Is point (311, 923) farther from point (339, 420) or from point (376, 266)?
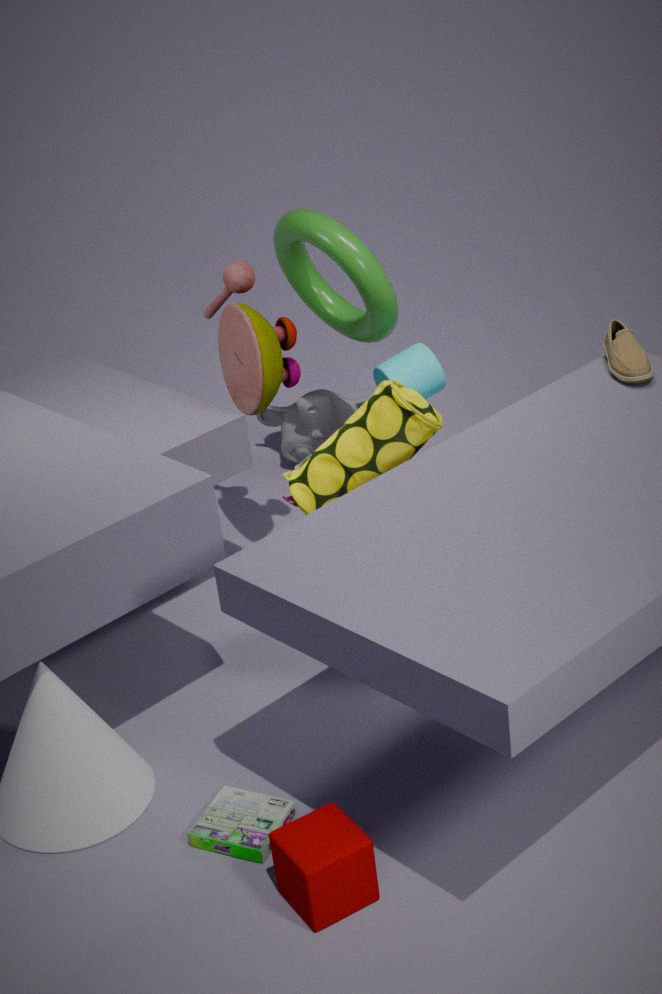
point (339, 420)
